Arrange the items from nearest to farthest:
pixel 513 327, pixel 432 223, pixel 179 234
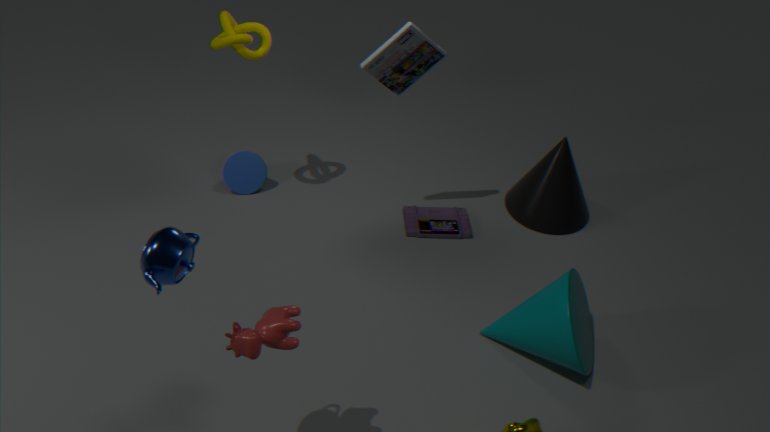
pixel 179 234, pixel 513 327, pixel 432 223
